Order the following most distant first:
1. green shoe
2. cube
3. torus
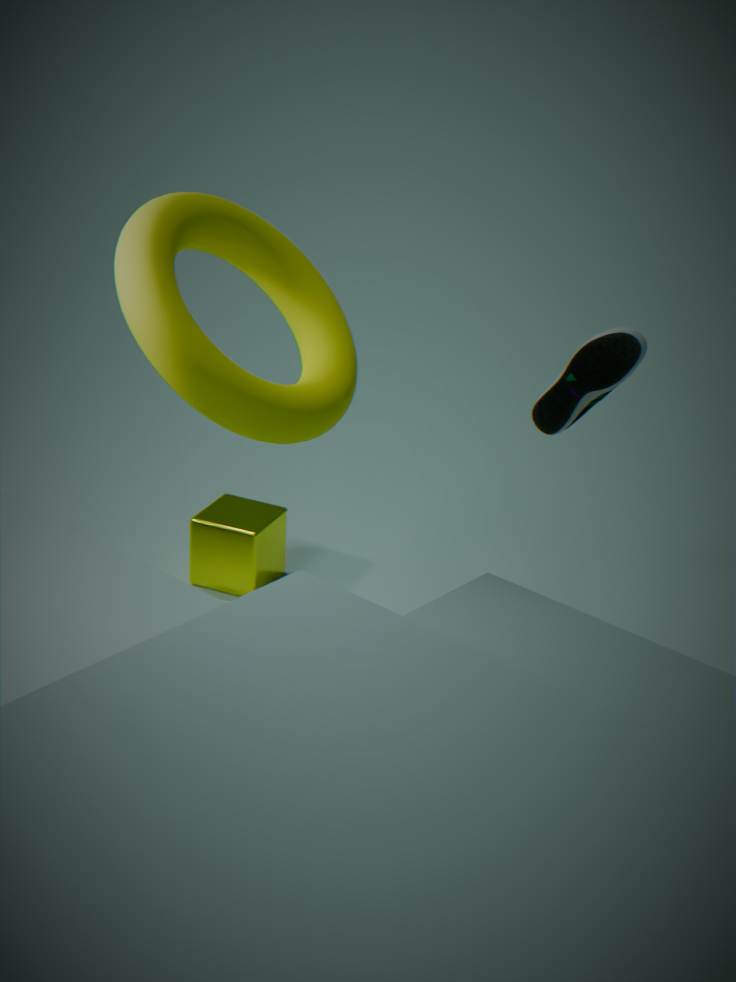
1. cube
2. green shoe
3. torus
